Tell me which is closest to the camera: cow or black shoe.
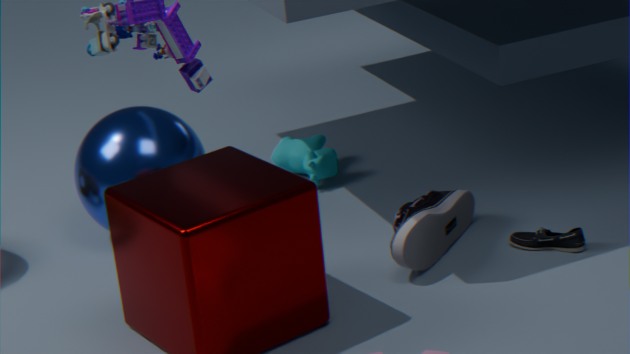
black shoe
